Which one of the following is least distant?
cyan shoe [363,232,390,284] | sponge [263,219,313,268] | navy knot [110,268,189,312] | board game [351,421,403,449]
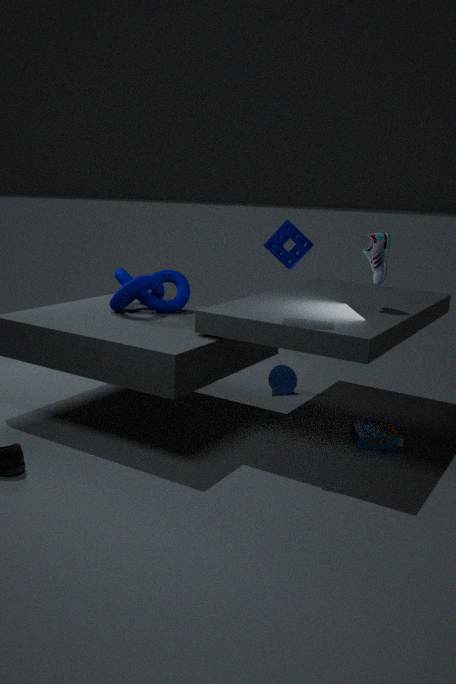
sponge [263,219,313,268]
